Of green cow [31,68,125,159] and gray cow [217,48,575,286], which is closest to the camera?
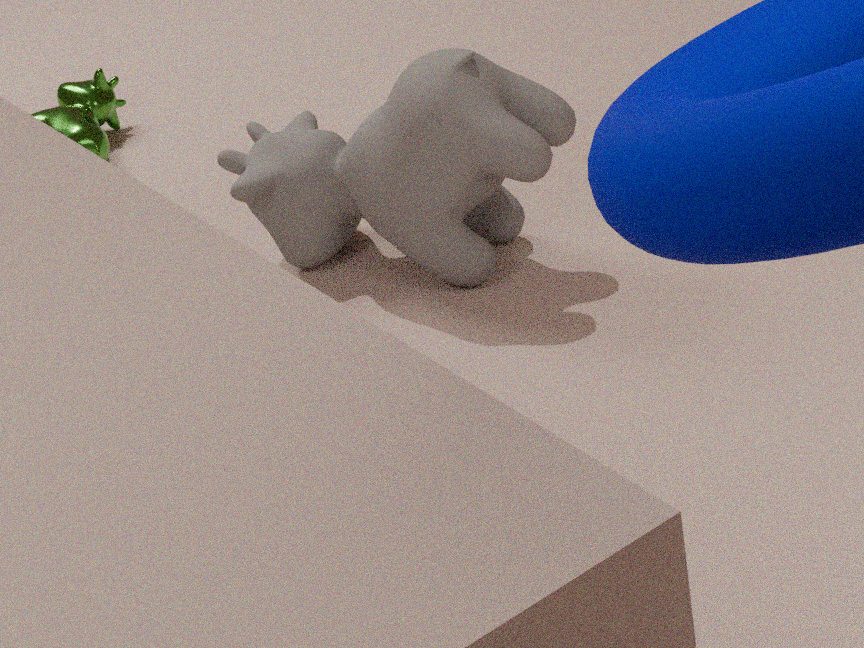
gray cow [217,48,575,286]
